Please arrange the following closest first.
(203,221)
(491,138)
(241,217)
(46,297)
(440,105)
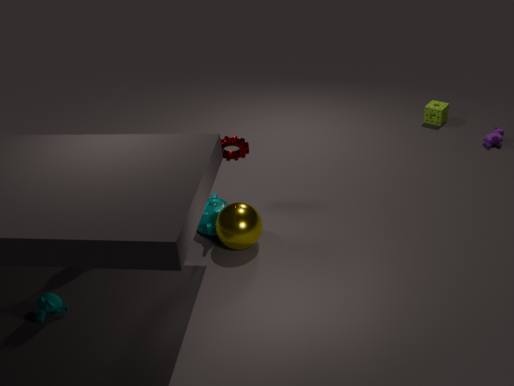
1. (46,297)
2. (241,217)
3. (203,221)
4. (491,138)
5. (440,105)
